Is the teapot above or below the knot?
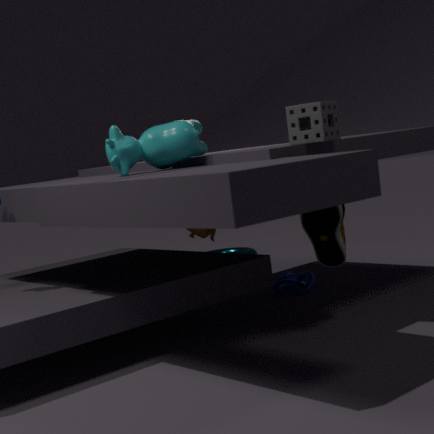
above
